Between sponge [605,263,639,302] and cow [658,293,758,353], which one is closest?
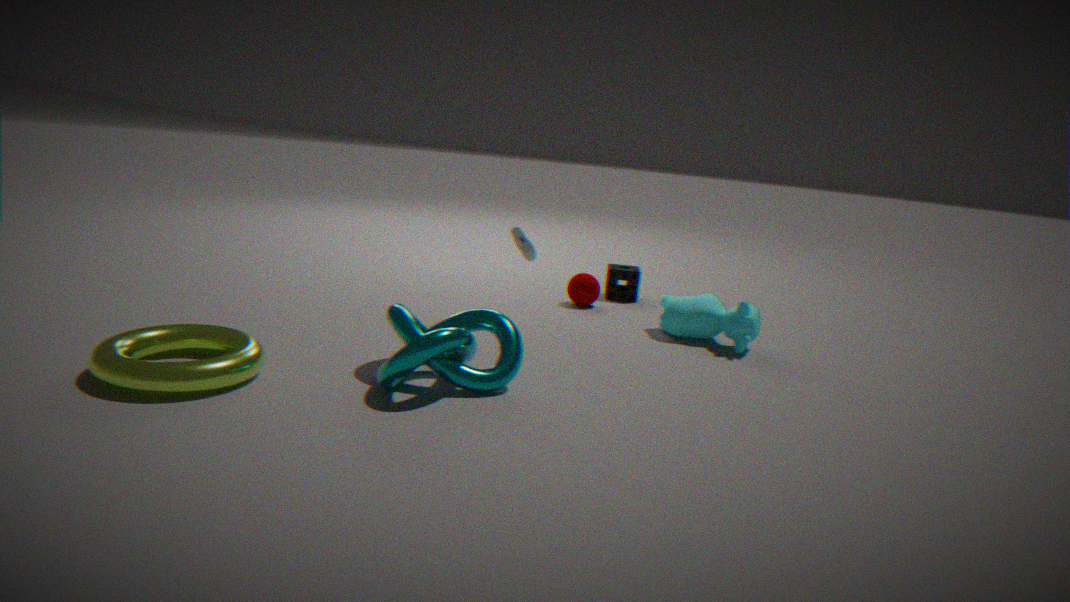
cow [658,293,758,353]
